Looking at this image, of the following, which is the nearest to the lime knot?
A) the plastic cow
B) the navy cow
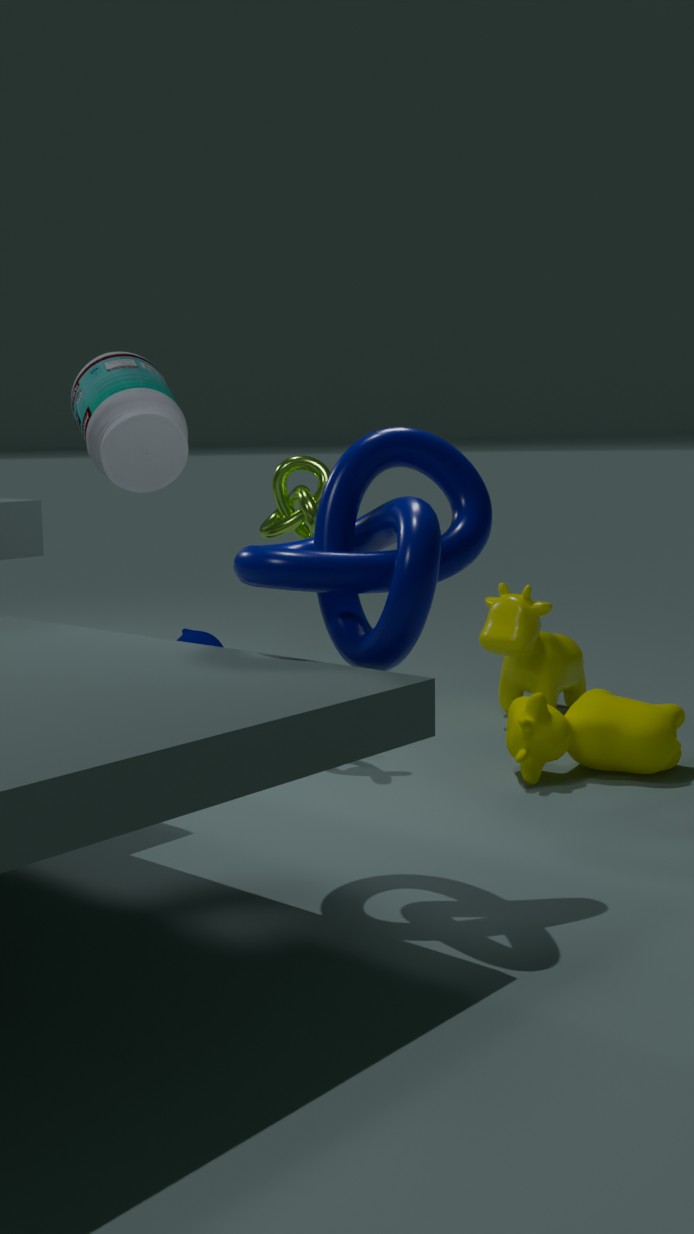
the navy cow
